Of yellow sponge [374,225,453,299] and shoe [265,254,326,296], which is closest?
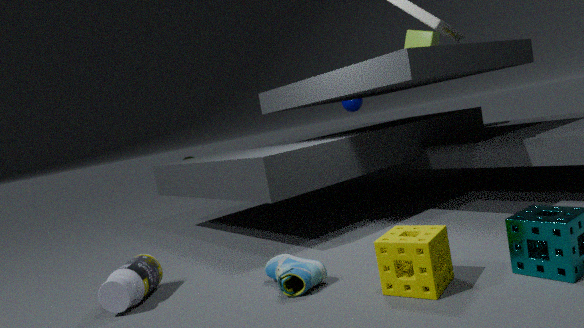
yellow sponge [374,225,453,299]
